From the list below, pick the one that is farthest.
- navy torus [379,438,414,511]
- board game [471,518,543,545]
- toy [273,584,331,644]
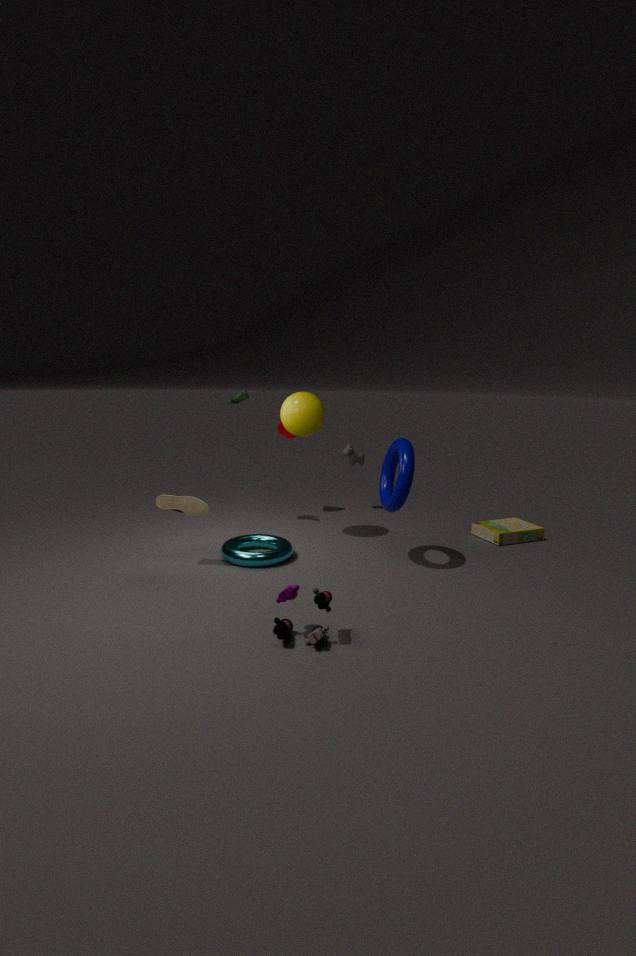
board game [471,518,543,545]
